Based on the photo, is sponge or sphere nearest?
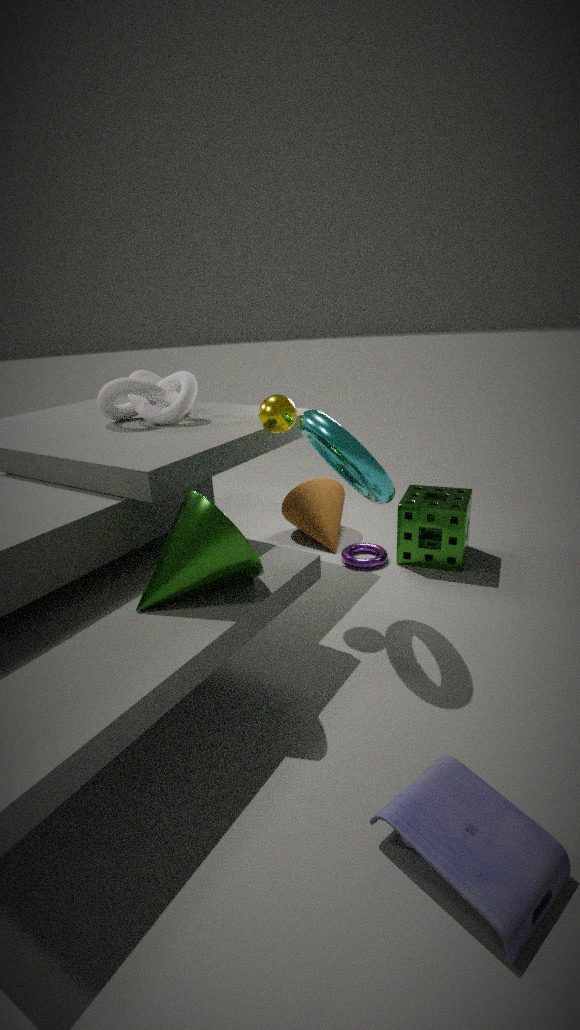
sphere
